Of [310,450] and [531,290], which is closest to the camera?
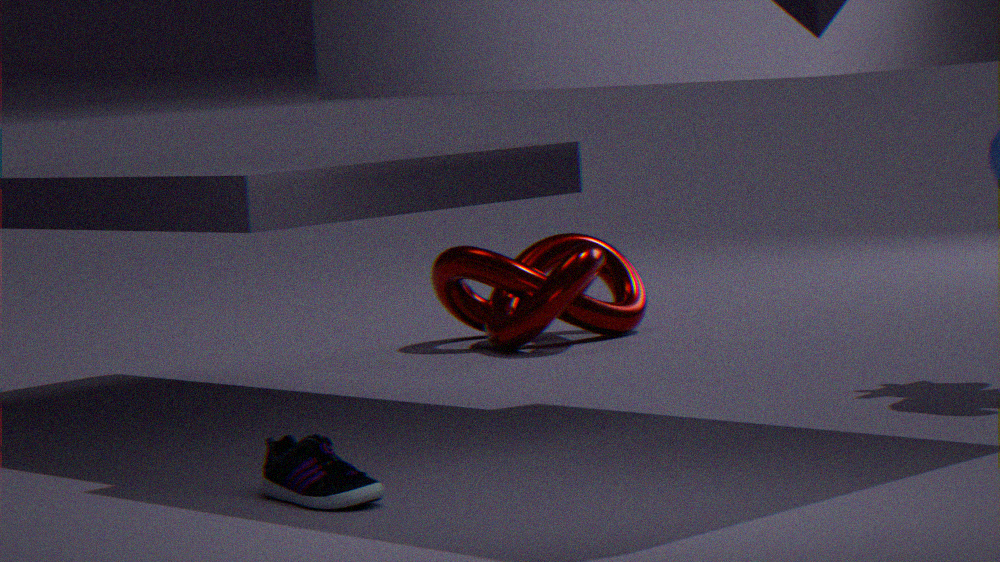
[310,450]
